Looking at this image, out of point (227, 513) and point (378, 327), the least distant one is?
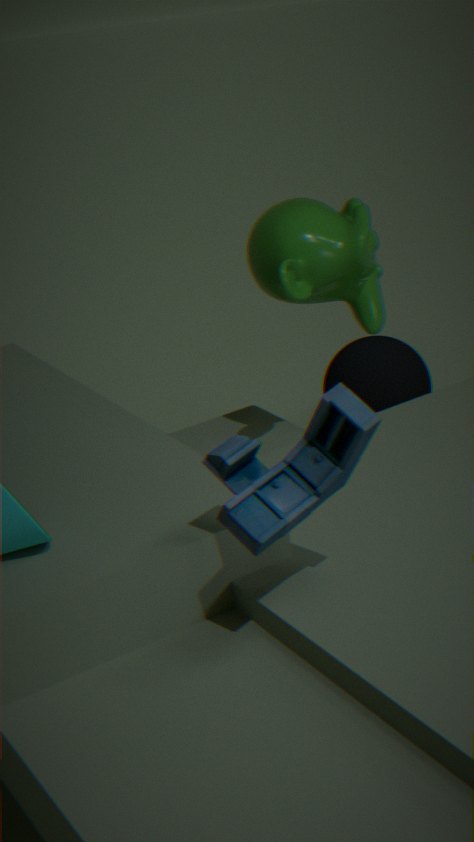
point (227, 513)
